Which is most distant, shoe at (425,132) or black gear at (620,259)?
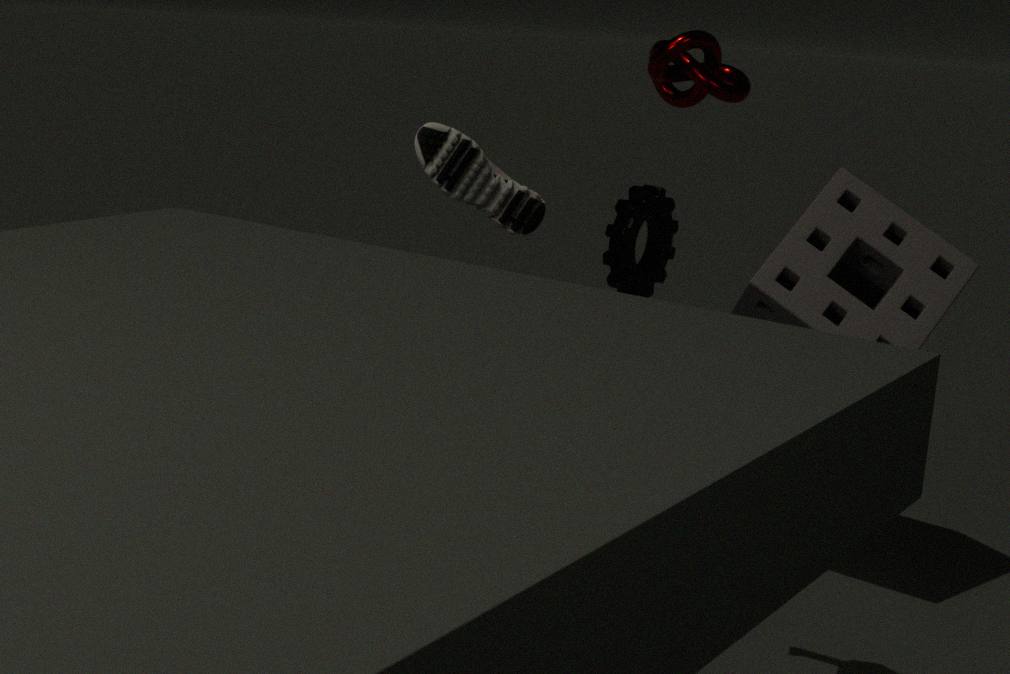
black gear at (620,259)
